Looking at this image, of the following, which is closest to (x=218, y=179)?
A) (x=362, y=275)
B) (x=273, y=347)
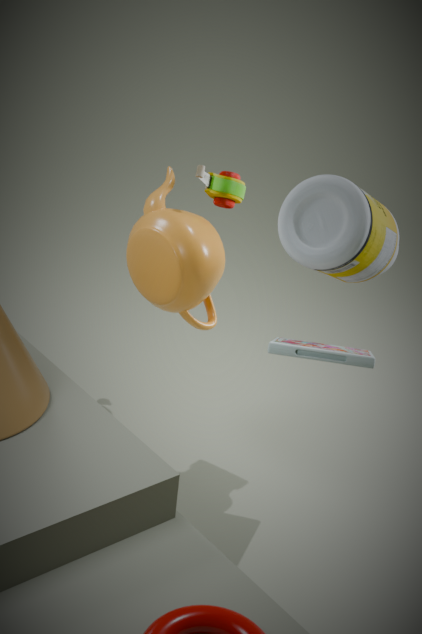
(x=362, y=275)
